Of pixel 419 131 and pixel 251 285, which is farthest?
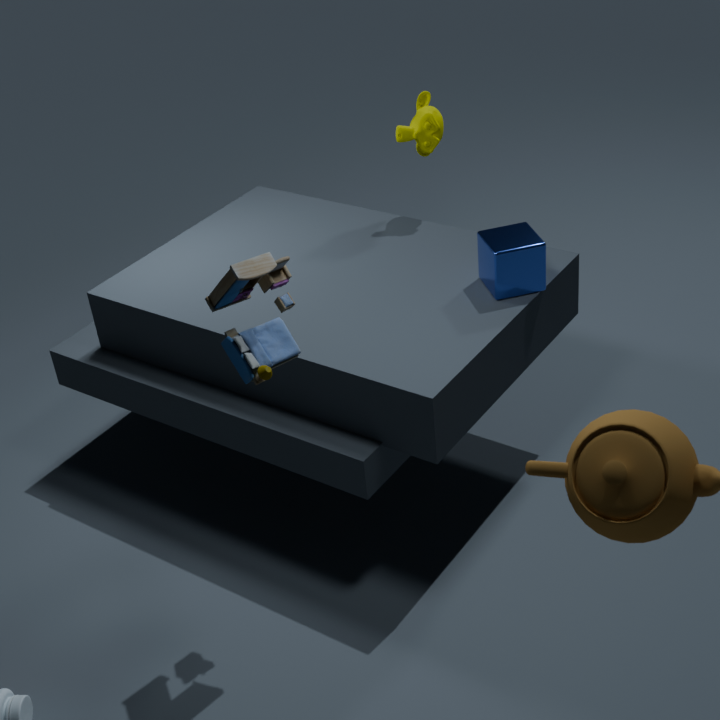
pixel 419 131
